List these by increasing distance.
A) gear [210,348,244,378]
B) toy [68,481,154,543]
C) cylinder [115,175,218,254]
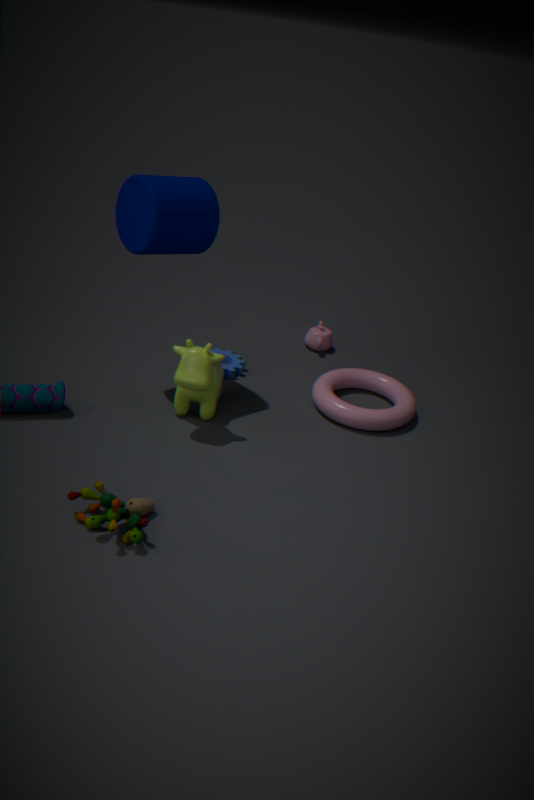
toy [68,481,154,543], cylinder [115,175,218,254], gear [210,348,244,378]
